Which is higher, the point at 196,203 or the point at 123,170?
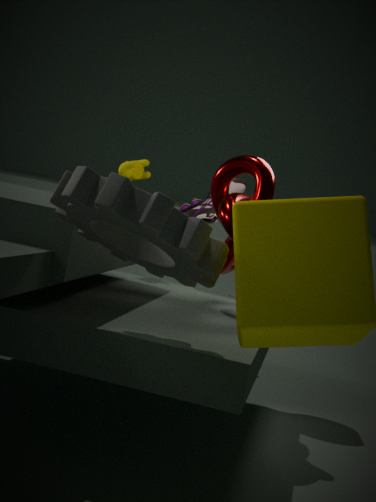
the point at 123,170
